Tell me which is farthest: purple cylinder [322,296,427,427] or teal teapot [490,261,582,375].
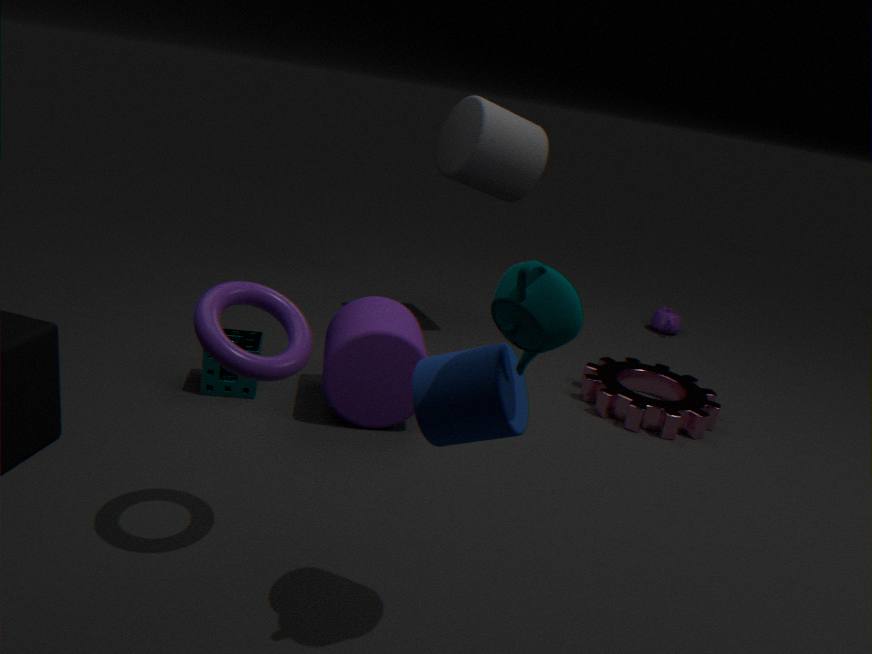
purple cylinder [322,296,427,427]
